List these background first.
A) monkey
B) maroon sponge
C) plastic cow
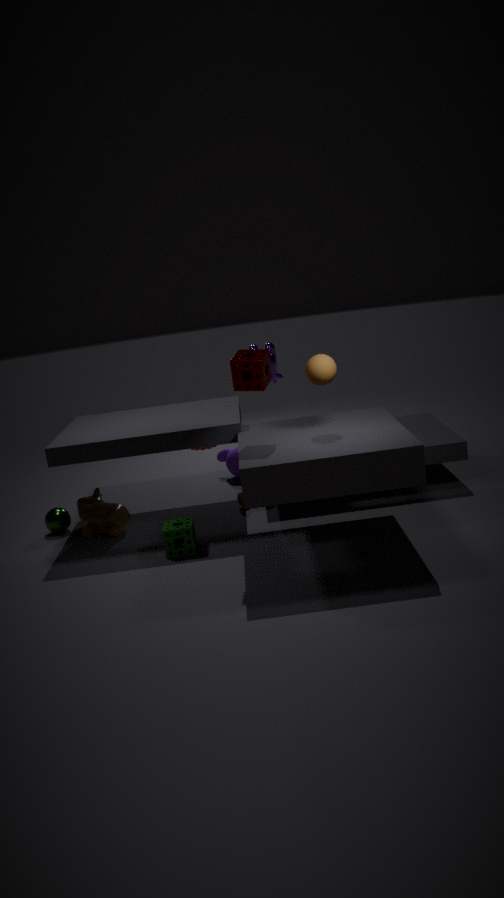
A. monkey → C. plastic cow → B. maroon sponge
